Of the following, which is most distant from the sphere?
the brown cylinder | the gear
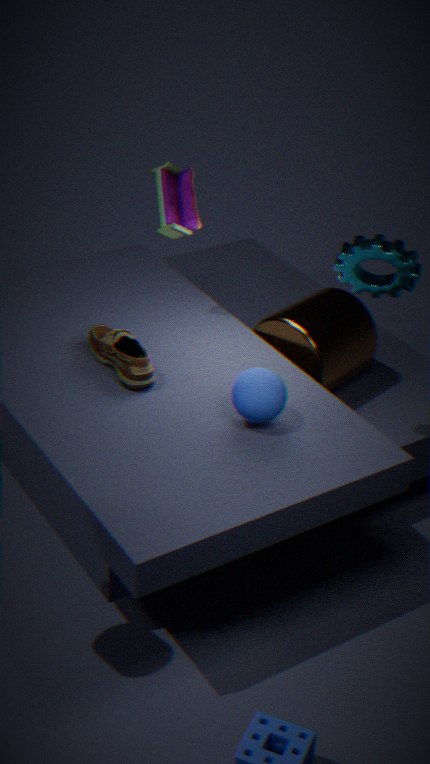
the brown cylinder
